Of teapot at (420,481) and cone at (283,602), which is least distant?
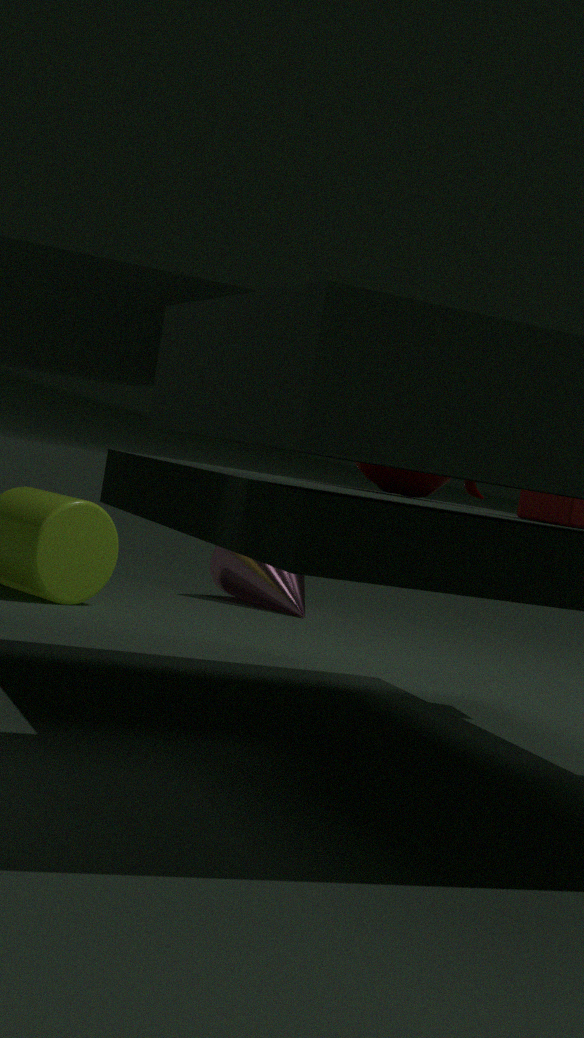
teapot at (420,481)
